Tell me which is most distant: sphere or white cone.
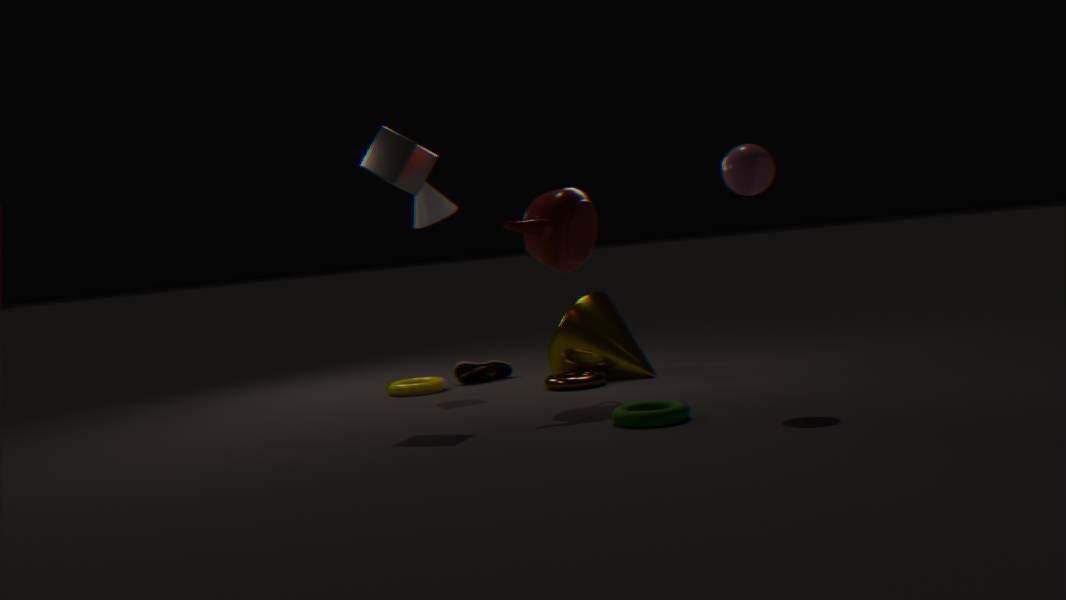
white cone
